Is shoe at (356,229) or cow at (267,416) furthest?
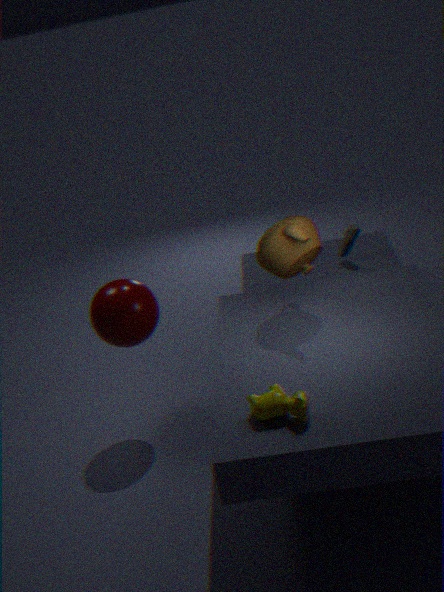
shoe at (356,229)
